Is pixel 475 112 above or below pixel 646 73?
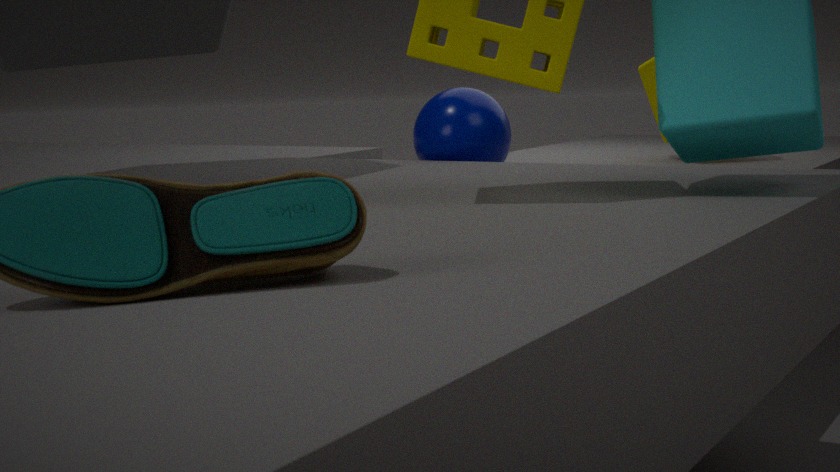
below
